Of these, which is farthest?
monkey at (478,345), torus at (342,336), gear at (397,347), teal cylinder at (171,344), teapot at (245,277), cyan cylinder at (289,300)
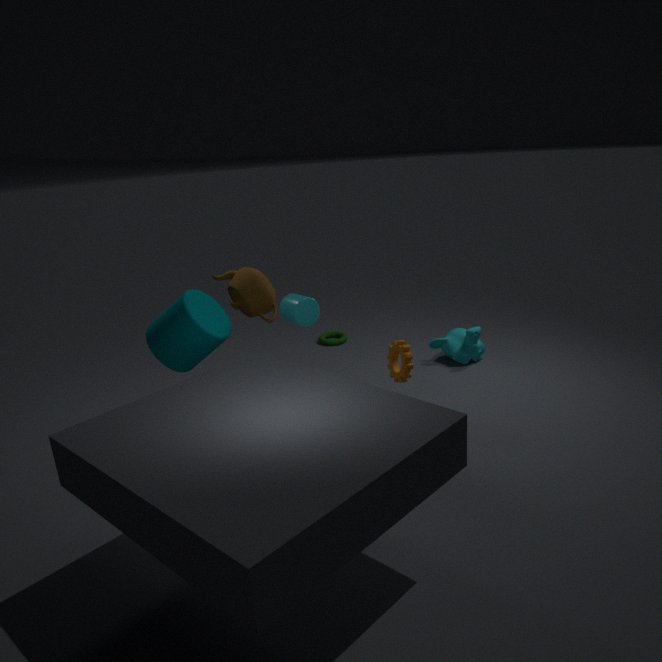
torus at (342,336)
